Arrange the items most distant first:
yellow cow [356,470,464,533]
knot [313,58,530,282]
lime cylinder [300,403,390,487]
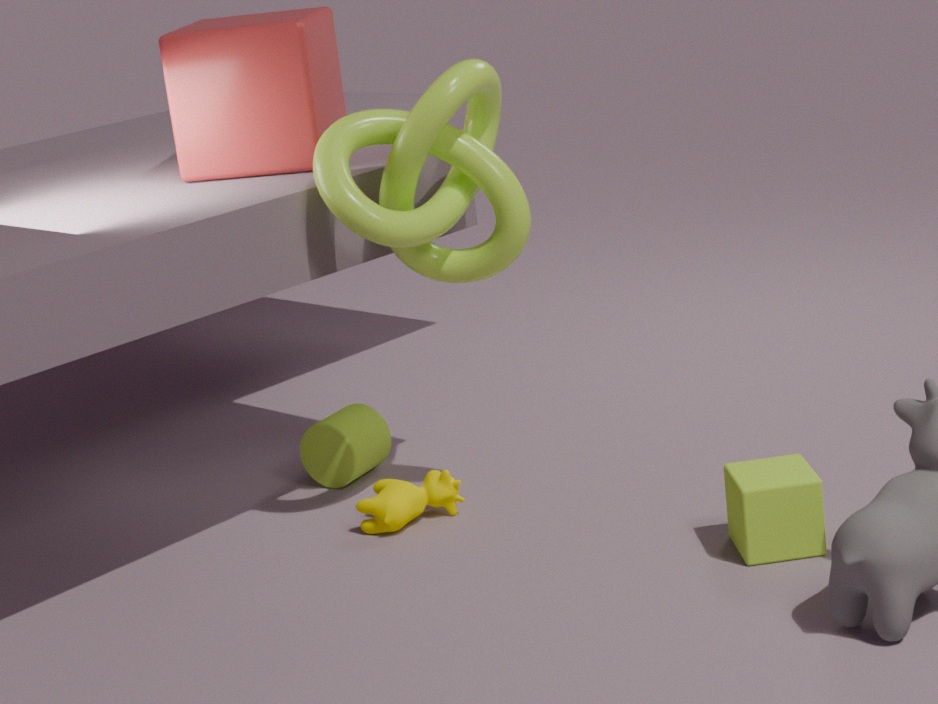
lime cylinder [300,403,390,487] < yellow cow [356,470,464,533] < knot [313,58,530,282]
